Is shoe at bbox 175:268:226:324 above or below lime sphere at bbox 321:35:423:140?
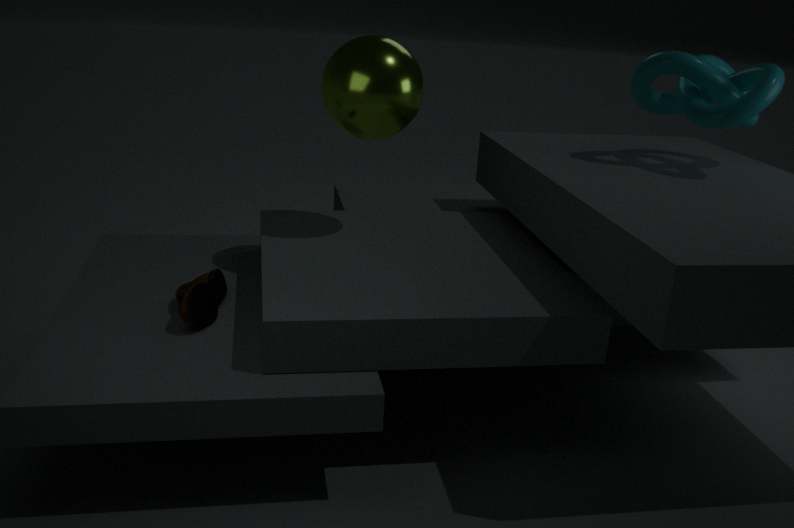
below
